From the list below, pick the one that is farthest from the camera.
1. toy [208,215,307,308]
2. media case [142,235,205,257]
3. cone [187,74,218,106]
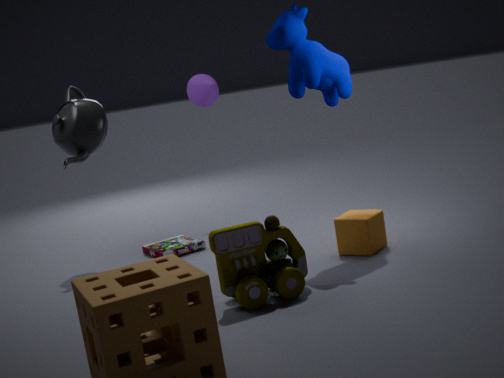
cone [187,74,218,106]
